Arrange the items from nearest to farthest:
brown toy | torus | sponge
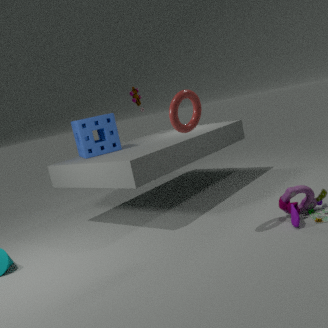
torus → sponge → brown toy
